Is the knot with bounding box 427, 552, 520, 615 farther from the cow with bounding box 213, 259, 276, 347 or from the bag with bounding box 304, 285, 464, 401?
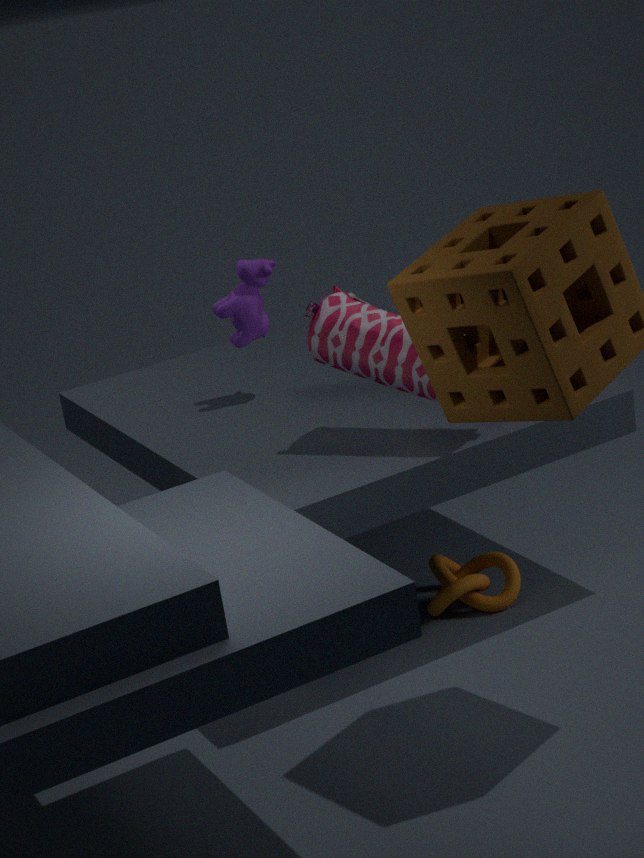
the cow with bounding box 213, 259, 276, 347
